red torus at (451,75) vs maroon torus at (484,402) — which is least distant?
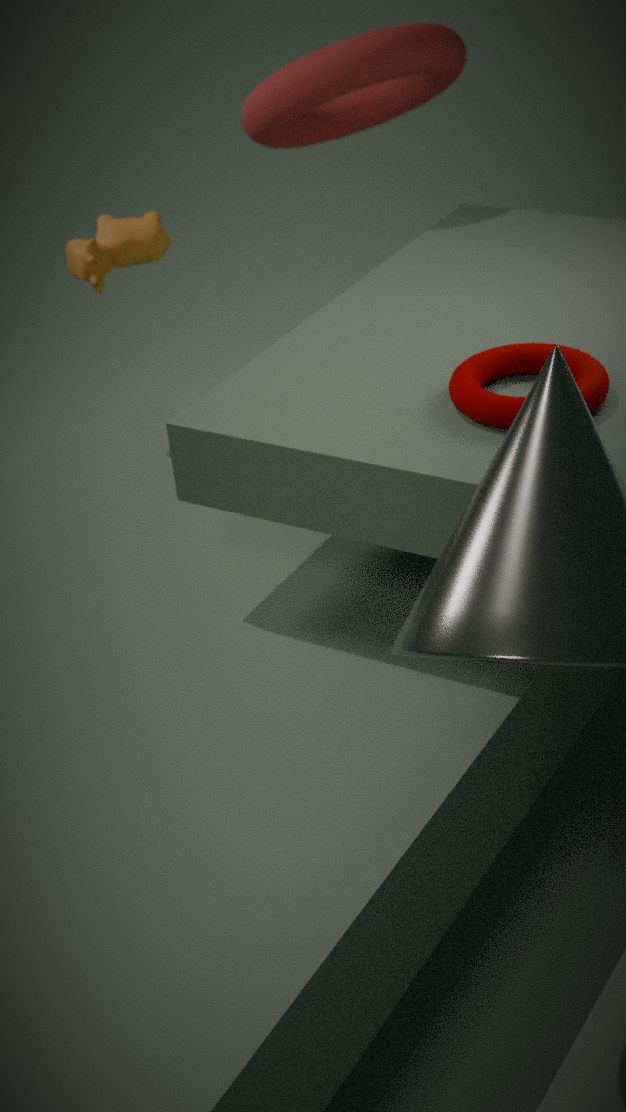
maroon torus at (484,402)
